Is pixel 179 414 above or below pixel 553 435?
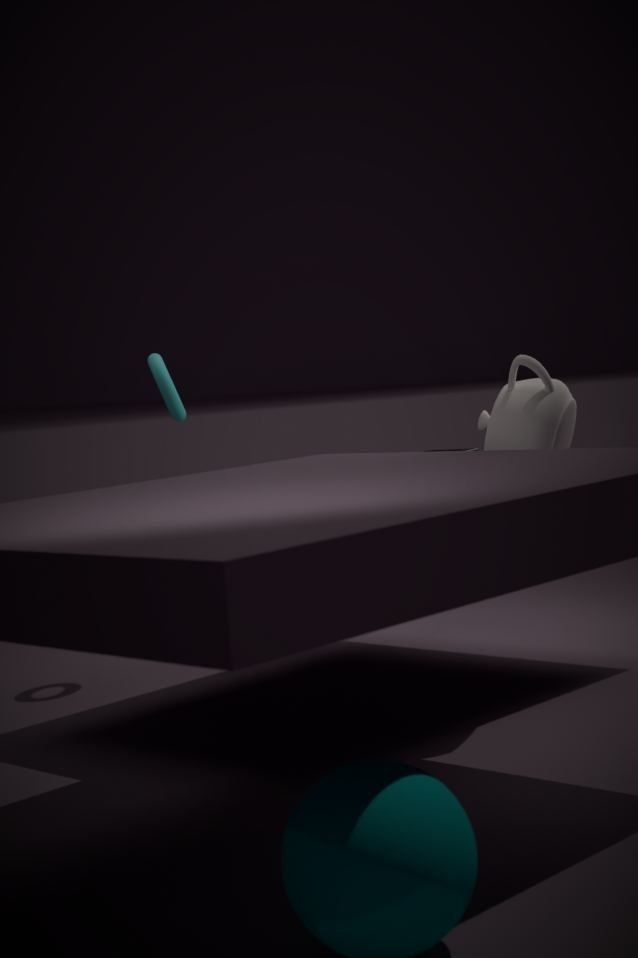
above
